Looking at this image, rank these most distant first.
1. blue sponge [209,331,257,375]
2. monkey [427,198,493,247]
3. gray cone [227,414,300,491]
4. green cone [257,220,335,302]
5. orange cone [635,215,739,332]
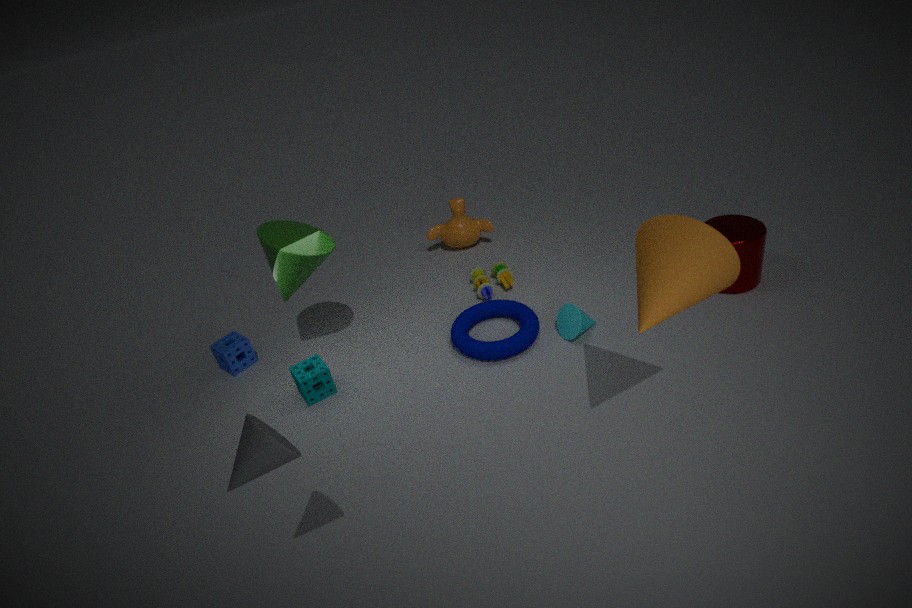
monkey [427,198,493,247] < blue sponge [209,331,257,375] < green cone [257,220,335,302] < orange cone [635,215,739,332] < gray cone [227,414,300,491]
